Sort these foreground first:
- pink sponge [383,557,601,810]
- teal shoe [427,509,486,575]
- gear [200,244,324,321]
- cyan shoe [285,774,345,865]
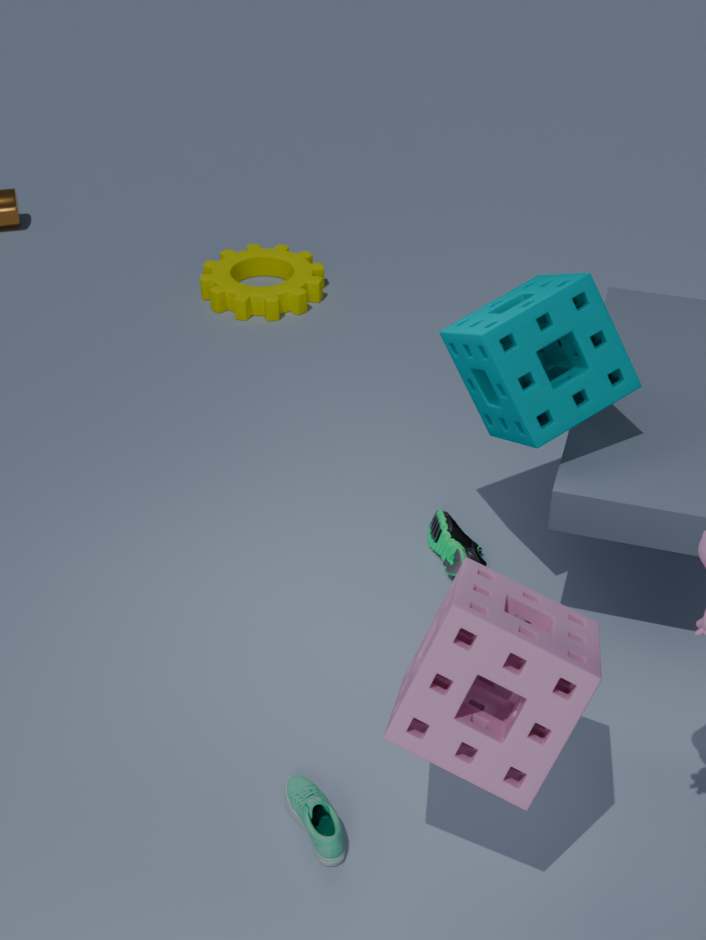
pink sponge [383,557,601,810], cyan shoe [285,774,345,865], teal shoe [427,509,486,575], gear [200,244,324,321]
